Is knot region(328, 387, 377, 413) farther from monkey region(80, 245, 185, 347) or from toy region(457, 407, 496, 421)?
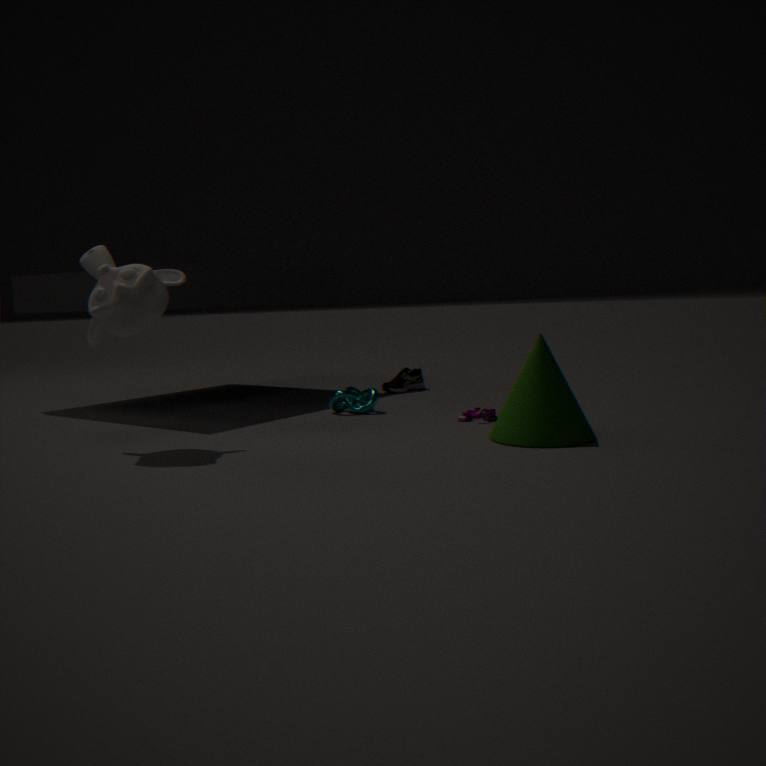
monkey region(80, 245, 185, 347)
